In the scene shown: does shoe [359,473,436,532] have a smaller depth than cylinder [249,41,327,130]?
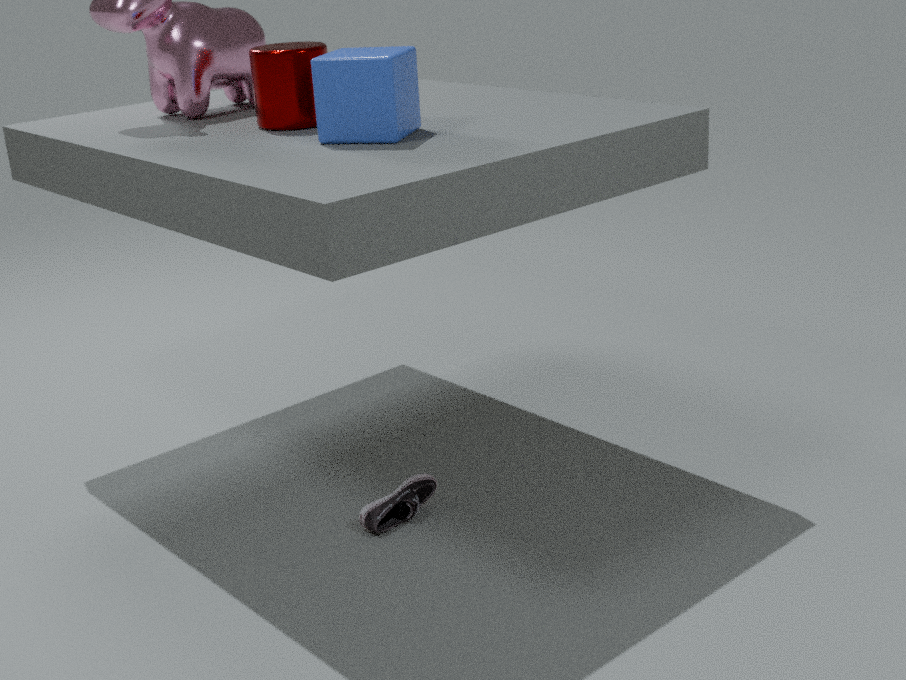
No
